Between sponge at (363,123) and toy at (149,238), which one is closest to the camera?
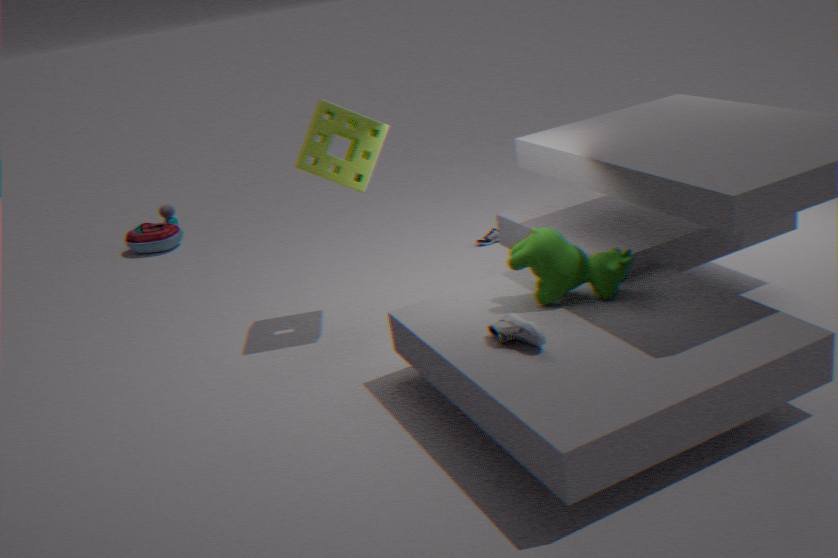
sponge at (363,123)
